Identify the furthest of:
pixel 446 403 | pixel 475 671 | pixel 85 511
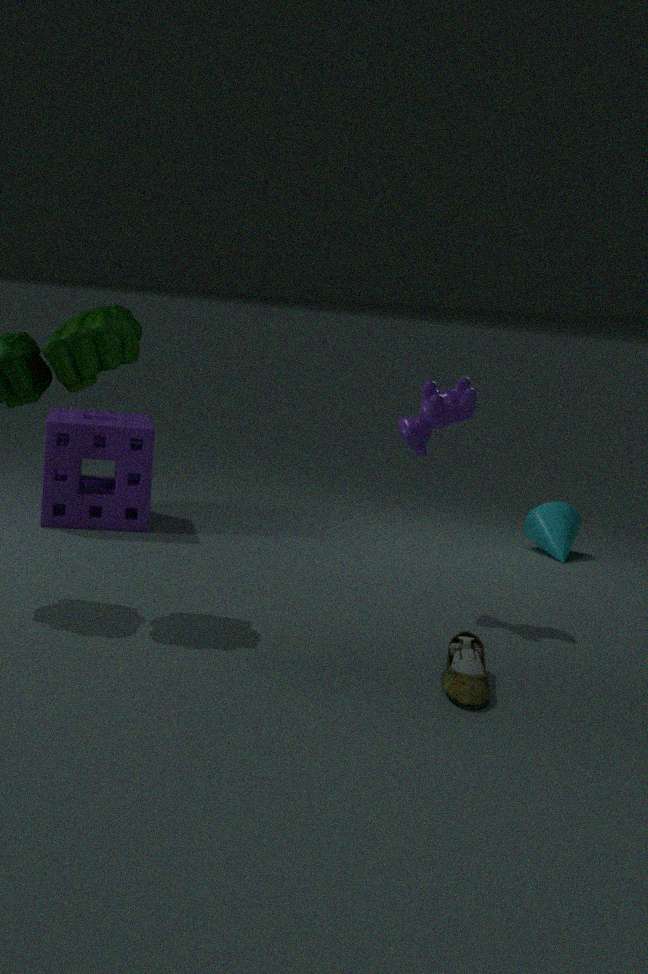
pixel 85 511
